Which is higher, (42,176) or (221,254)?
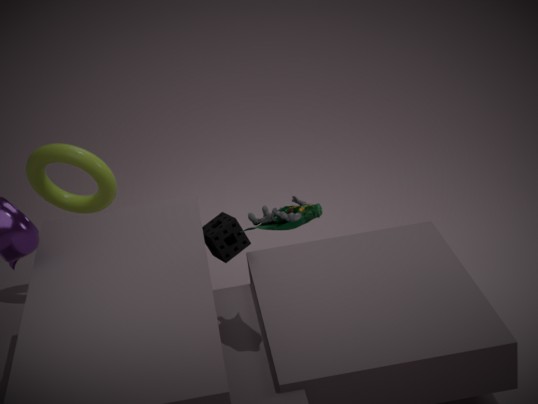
(42,176)
